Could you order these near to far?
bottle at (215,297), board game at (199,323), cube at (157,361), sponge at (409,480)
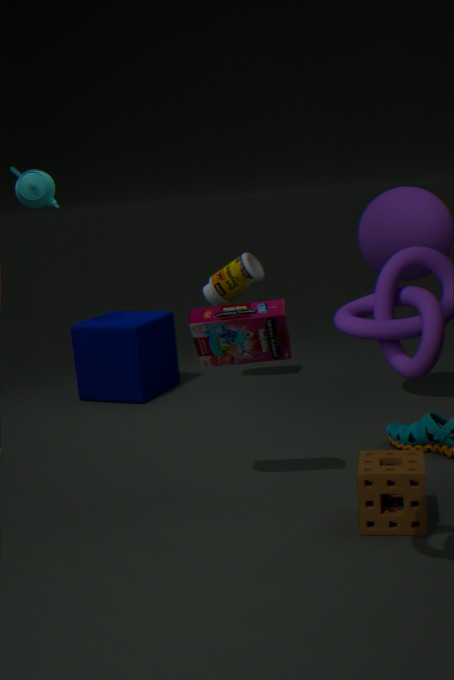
sponge at (409,480) < board game at (199,323) < bottle at (215,297) < cube at (157,361)
